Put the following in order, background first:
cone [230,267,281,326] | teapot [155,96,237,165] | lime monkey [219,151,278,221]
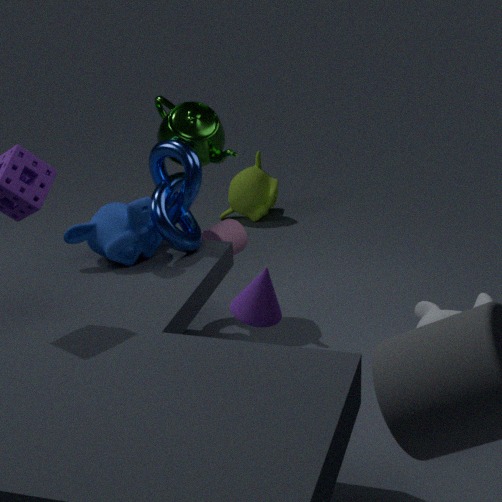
lime monkey [219,151,278,221] < teapot [155,96,237,165] < cone [230,267,281,326]
